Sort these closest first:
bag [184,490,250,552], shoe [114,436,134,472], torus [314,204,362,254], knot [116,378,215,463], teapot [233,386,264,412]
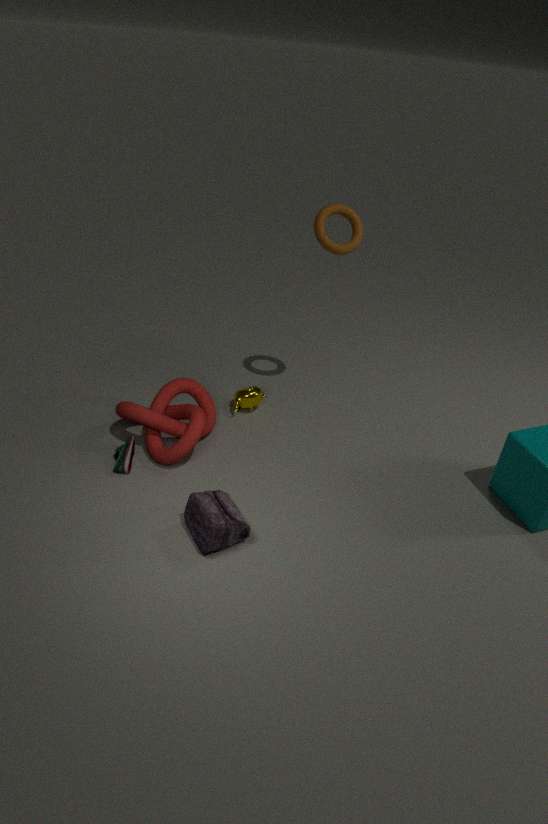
bag [184,490,250,552], shoe [114,436,134,472], knot [116,378,215,463], torus [314,204,362,254], teapot [233,386,264,412]
